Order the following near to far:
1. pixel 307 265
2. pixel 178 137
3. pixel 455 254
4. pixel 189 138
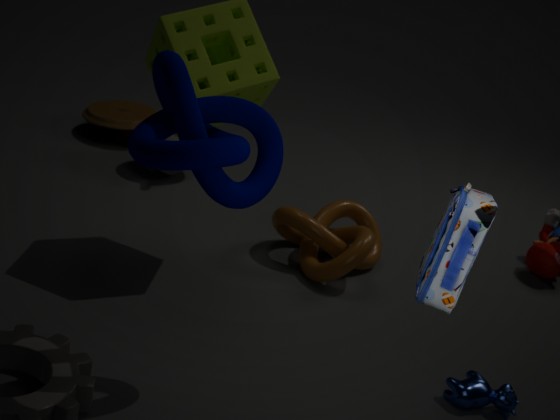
pixel 455 254, pixel 189 138, pixel 307 265, pixel 178 137
